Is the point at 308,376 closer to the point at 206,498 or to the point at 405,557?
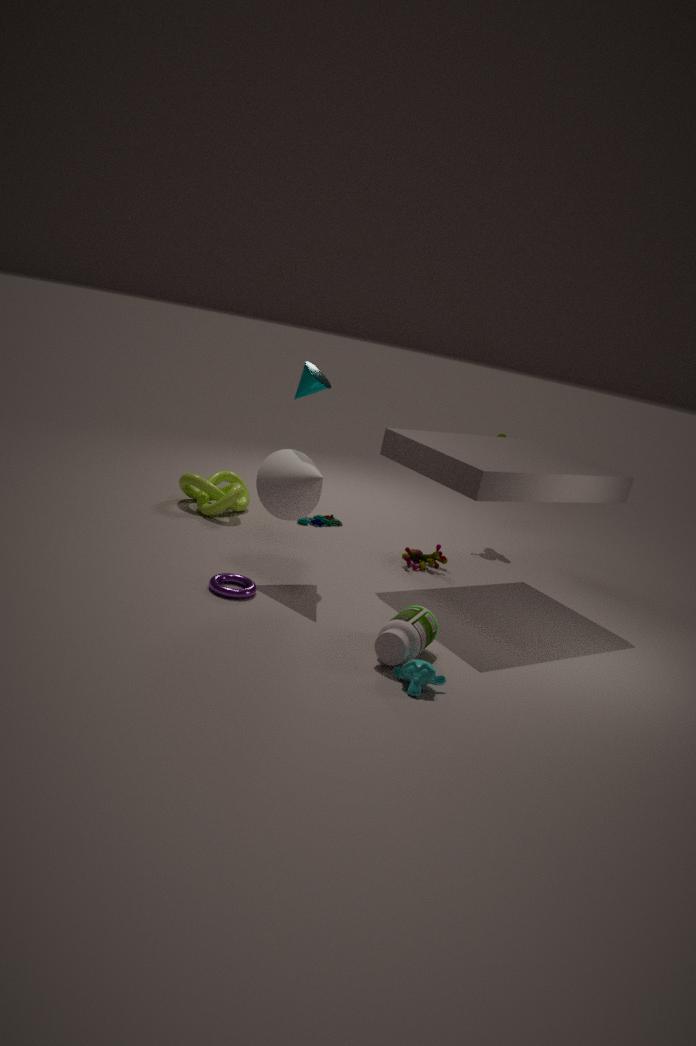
the point at 206,498
